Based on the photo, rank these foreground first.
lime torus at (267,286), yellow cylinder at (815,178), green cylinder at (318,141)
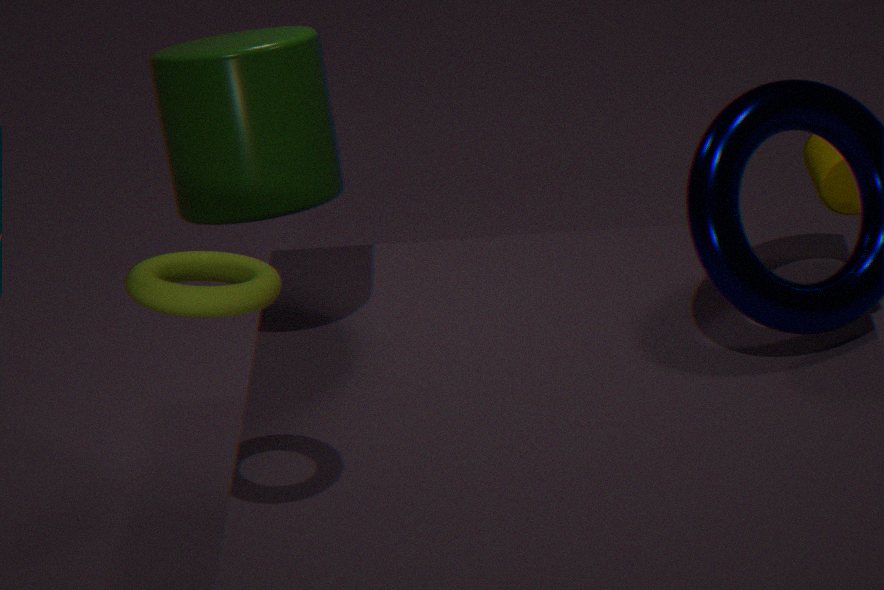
lime torus at (267,286), green cylinder at (318,141), yellow cylinder at (815,178)
